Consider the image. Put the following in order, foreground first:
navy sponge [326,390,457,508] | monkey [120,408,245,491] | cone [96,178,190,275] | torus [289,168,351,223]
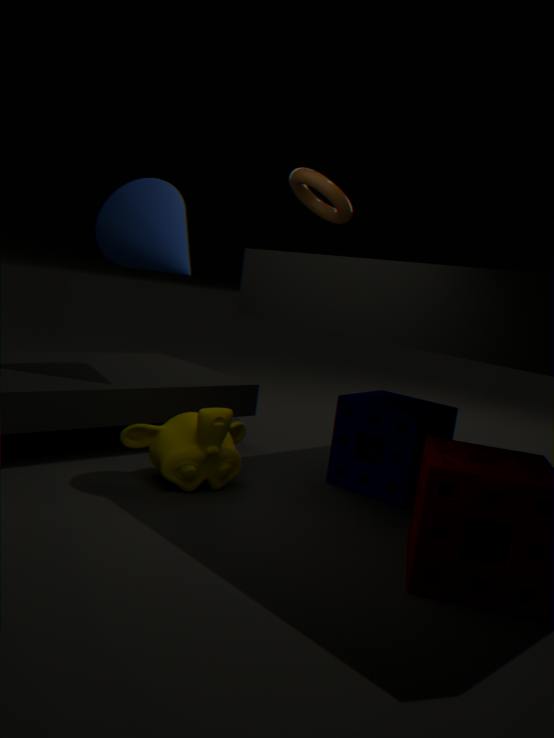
torus [289,168,351,223]
monkey [120,408,245,491]
navy sponge [326,390,457,508]
cone [96,178,190,275]
